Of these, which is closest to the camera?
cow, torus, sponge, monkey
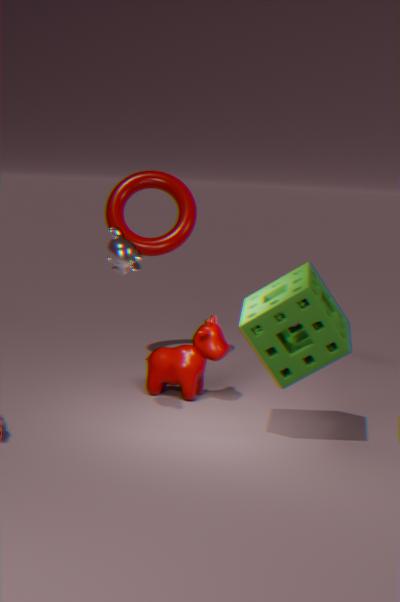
sponge
